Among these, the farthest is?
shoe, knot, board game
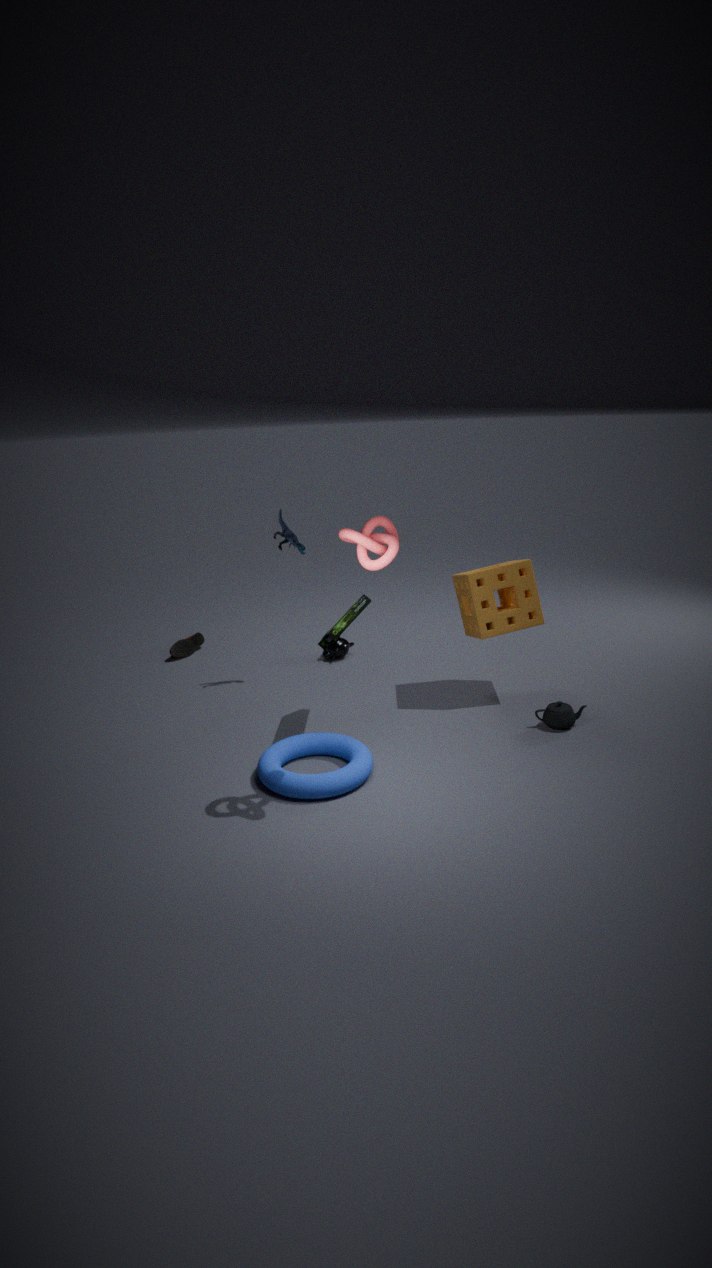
shoe
